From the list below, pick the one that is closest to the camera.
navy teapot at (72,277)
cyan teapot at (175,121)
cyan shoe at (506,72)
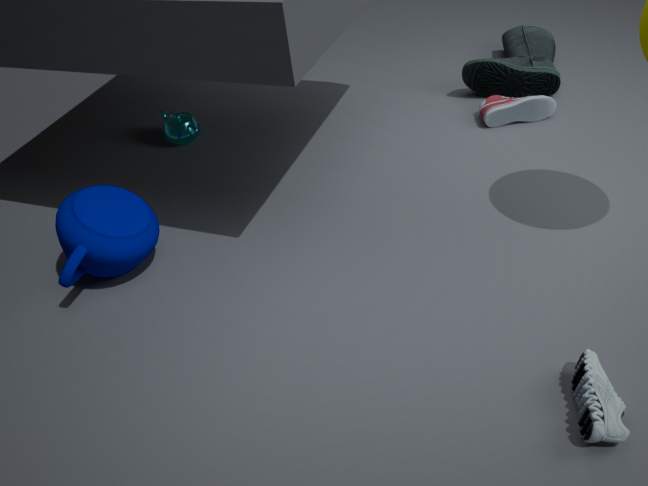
navy teapot at (72,277)
